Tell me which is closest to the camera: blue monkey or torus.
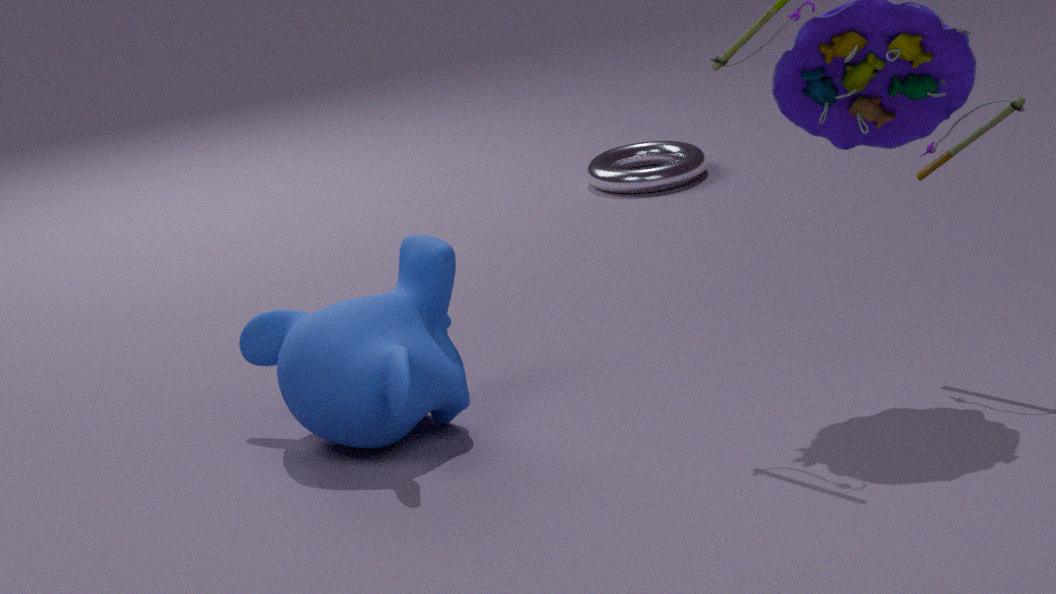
blue monkey
